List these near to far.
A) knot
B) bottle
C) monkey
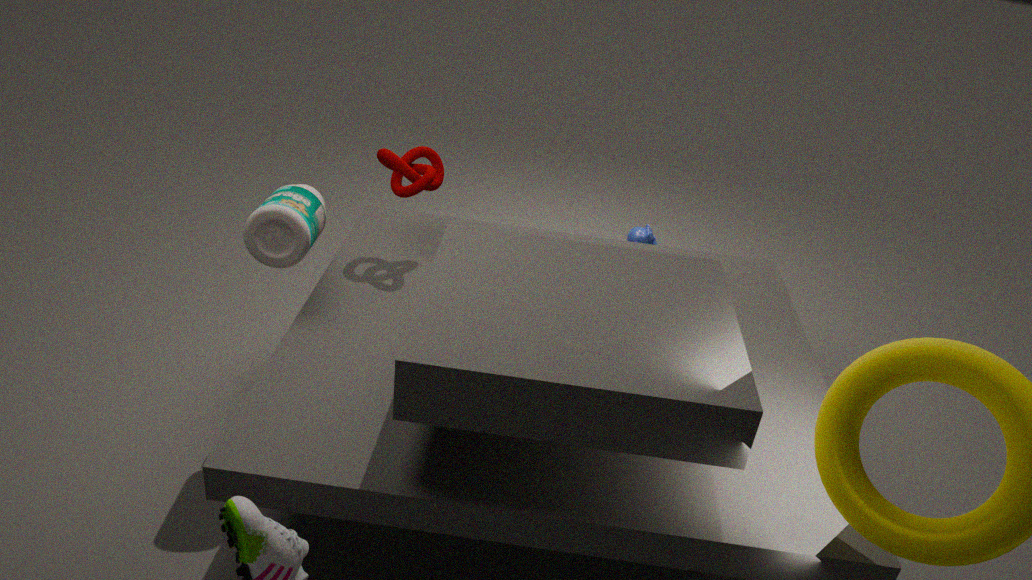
bottle → knot → monkey
